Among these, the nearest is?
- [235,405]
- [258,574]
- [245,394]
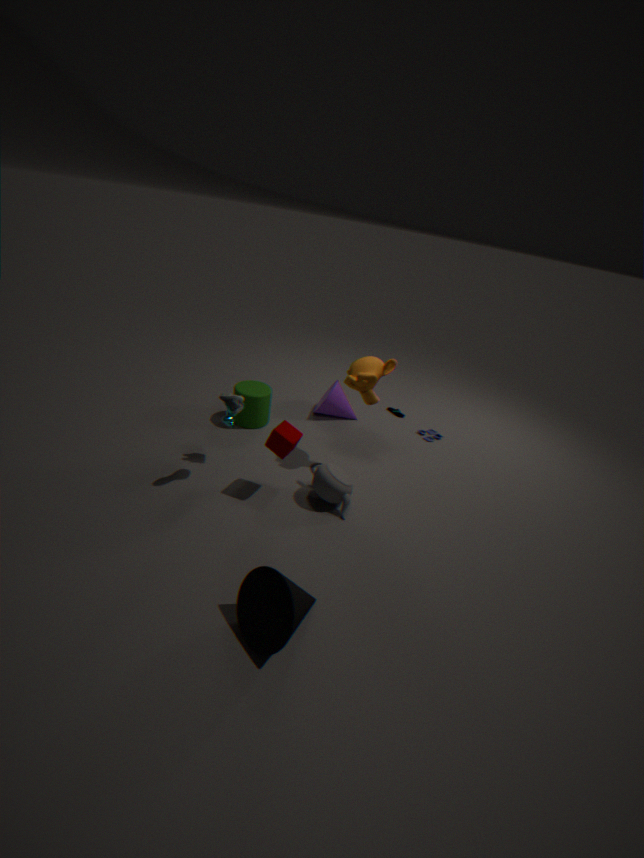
[258,574]
